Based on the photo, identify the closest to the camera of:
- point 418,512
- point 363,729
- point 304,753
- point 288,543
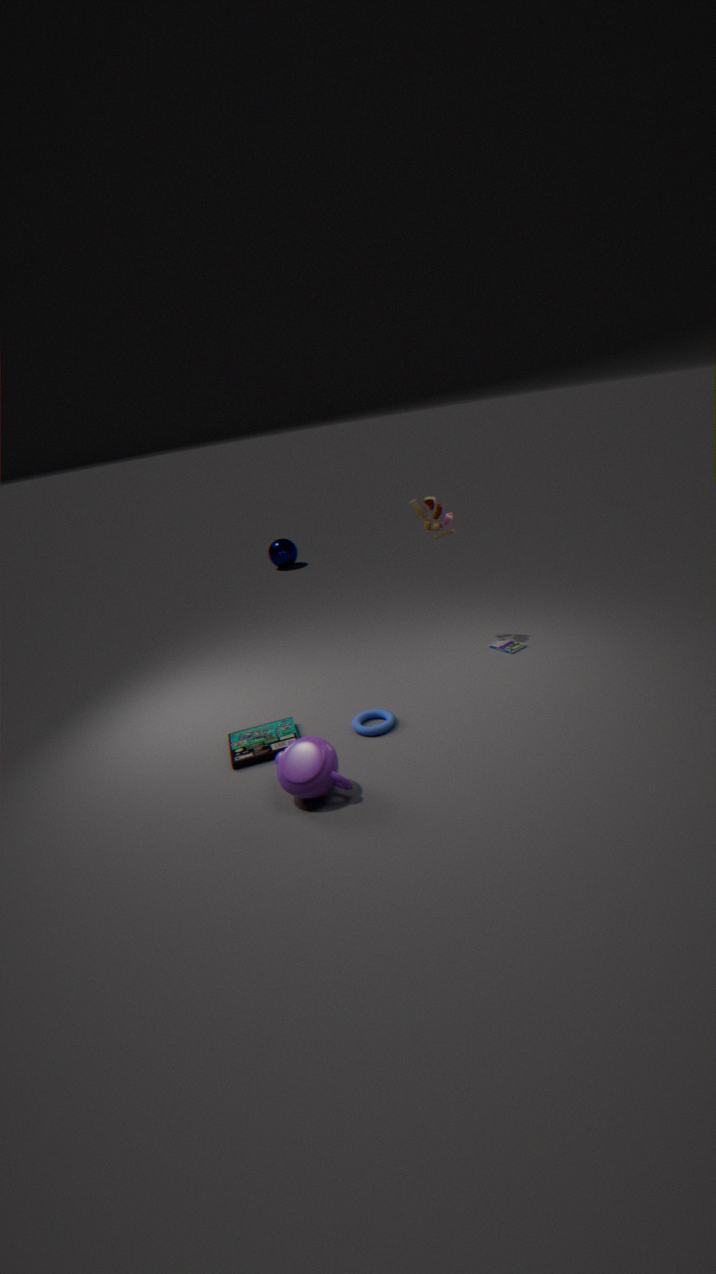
point 304,753
